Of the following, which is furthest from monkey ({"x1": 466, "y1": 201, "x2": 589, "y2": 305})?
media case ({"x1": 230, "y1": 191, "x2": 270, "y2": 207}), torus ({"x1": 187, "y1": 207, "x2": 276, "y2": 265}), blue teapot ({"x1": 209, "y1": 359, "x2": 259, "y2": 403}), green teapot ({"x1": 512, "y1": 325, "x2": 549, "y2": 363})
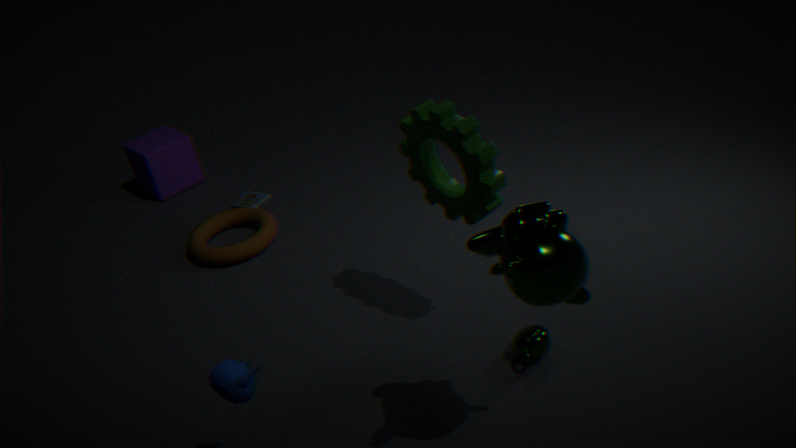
media case ({"x1": 230, "y1": 191, "x2": 270, "y2": 207})
